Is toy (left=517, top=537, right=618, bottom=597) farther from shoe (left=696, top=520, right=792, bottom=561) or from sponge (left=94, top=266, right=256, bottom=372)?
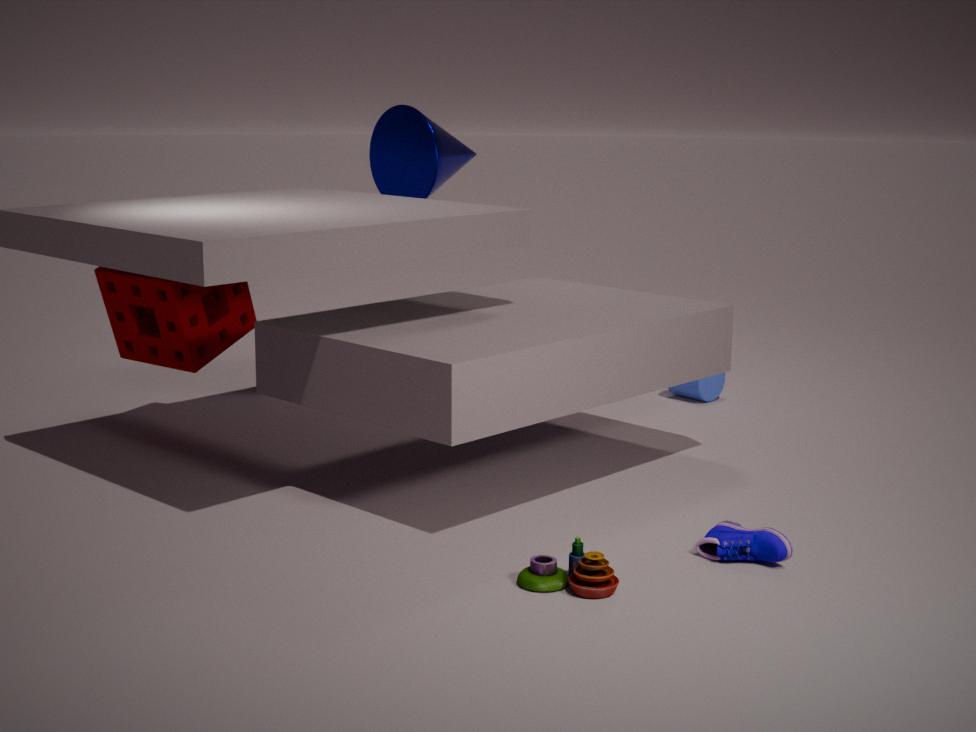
sponge (left=94, top=266, right=256, bottom=372)
